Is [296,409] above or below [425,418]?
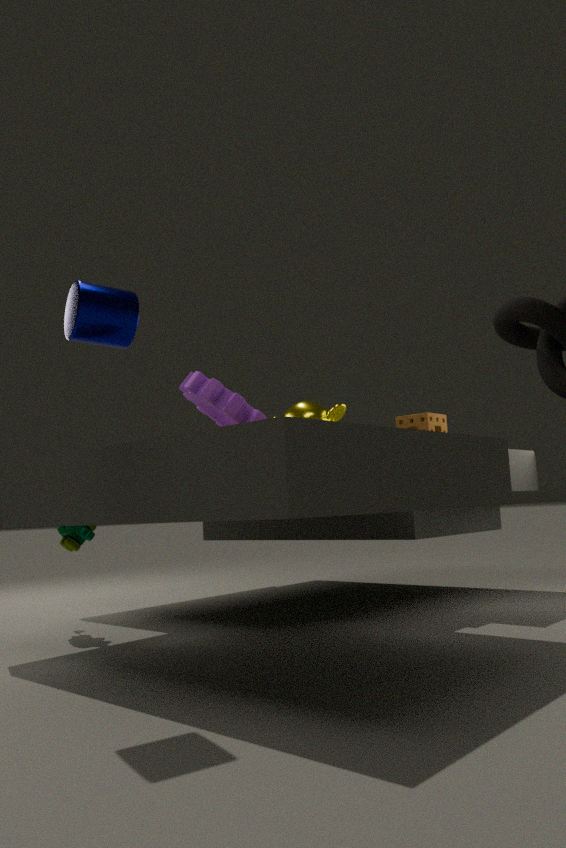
above
